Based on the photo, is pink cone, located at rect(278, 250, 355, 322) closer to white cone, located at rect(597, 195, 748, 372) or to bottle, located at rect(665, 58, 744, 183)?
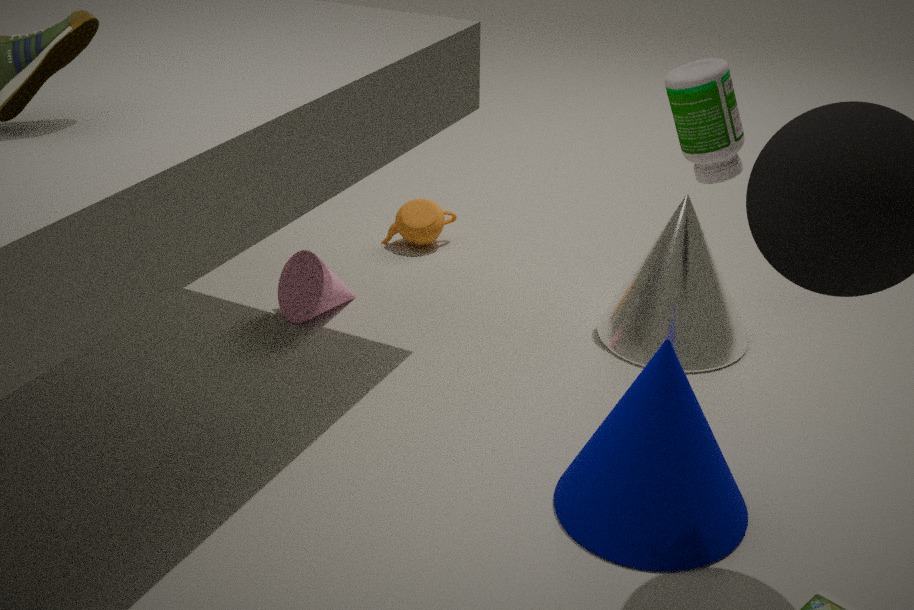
white cone, located at rect(597, 195, 748, 372)
